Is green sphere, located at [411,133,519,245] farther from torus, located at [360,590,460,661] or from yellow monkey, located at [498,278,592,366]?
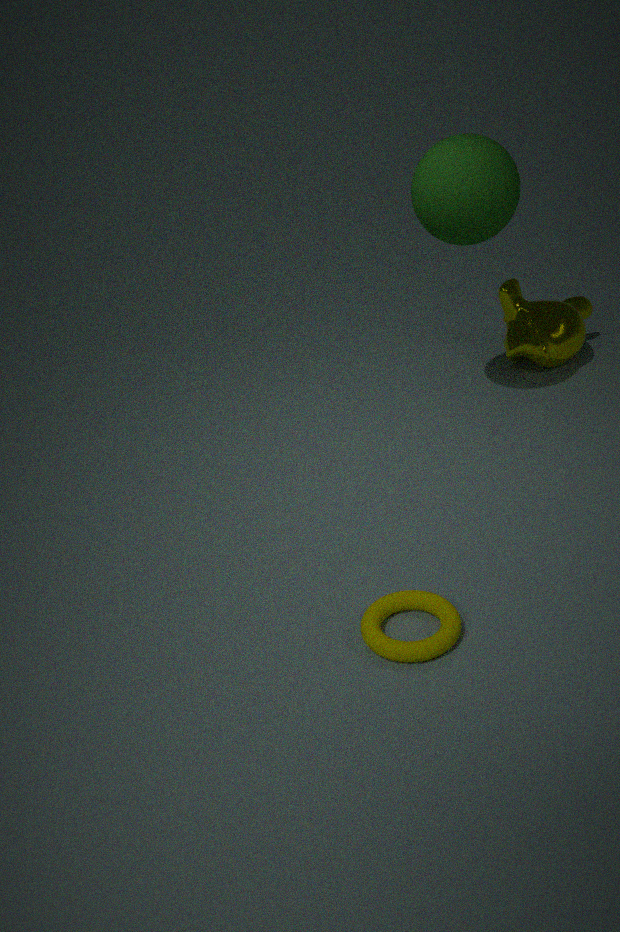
torus, located at [360,590,460,661]
